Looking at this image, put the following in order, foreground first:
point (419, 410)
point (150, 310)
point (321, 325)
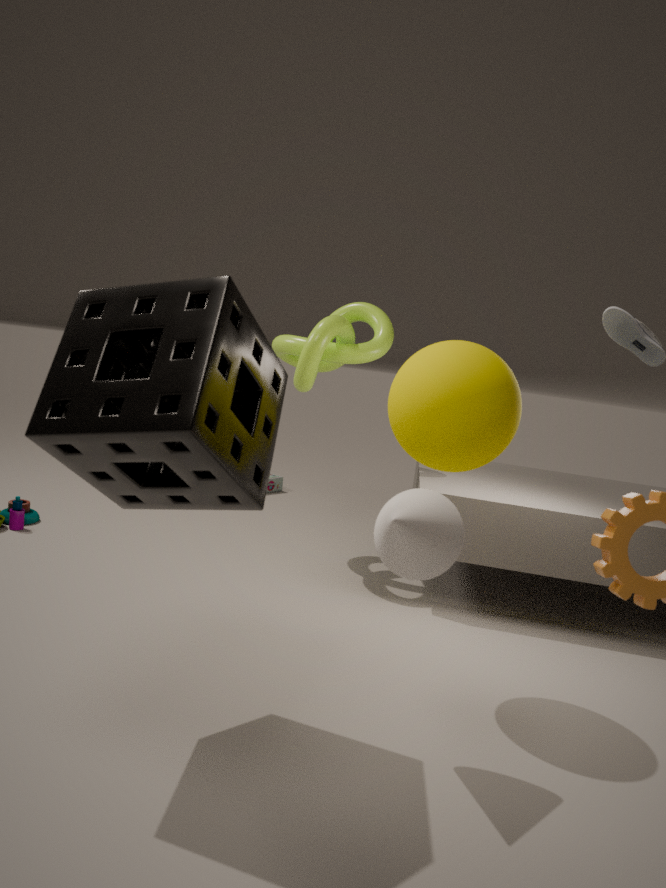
point (150, 310) → point (419, 410) → point (321, 325)
